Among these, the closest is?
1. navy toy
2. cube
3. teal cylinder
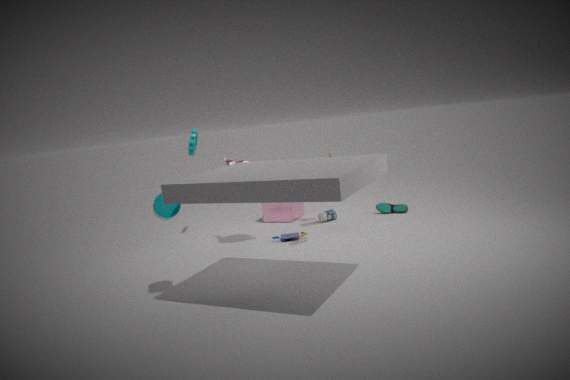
teal cylinder
